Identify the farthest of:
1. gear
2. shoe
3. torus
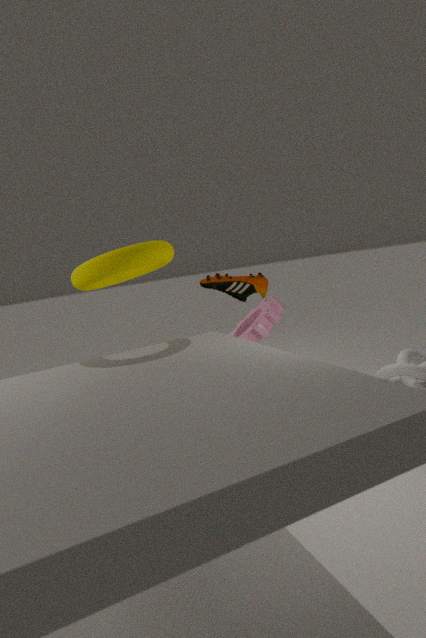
gear
